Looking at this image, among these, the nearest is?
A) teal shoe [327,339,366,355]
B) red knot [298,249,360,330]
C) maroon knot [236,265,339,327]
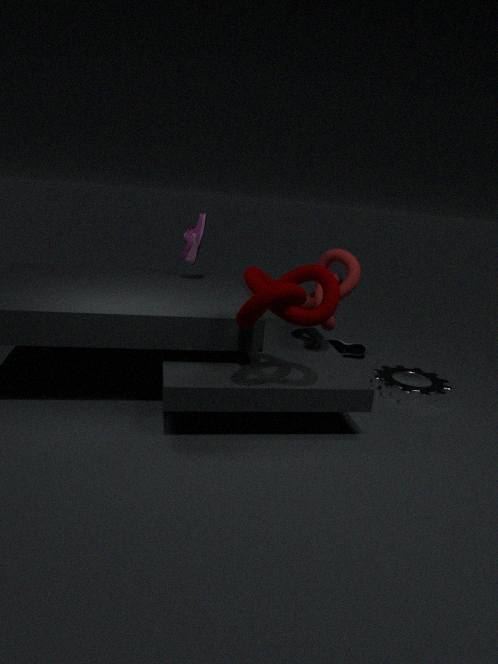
maroon knot [236,265,339,327]
